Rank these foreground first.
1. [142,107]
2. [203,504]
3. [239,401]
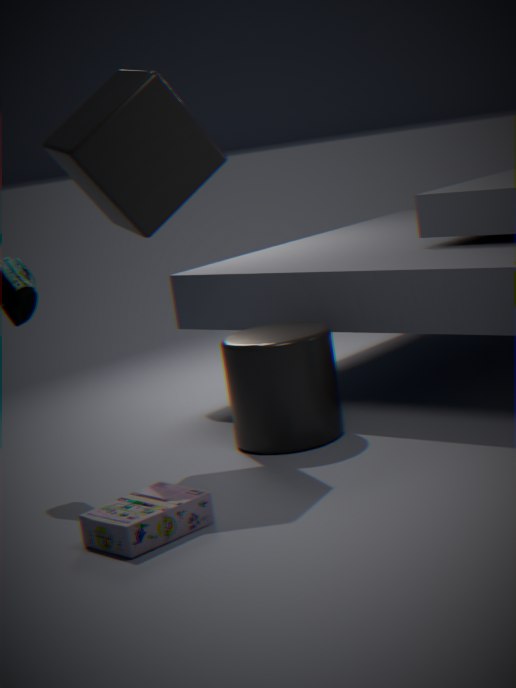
[203,504]
[142,107]
[239,401]
